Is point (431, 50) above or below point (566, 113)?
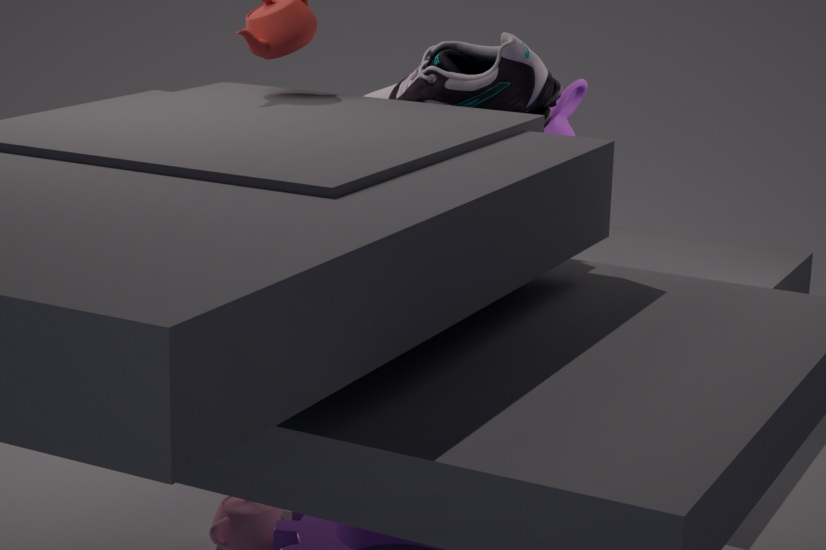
above
